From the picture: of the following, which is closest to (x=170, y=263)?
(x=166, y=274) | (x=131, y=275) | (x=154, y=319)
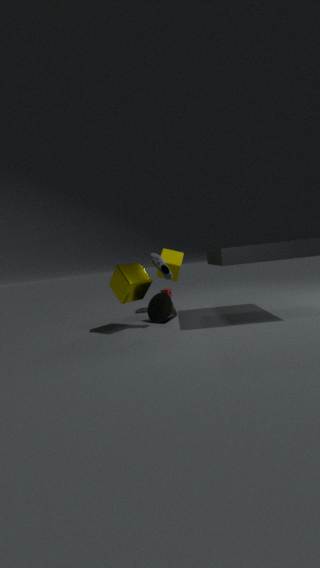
(x=154, y=319)
